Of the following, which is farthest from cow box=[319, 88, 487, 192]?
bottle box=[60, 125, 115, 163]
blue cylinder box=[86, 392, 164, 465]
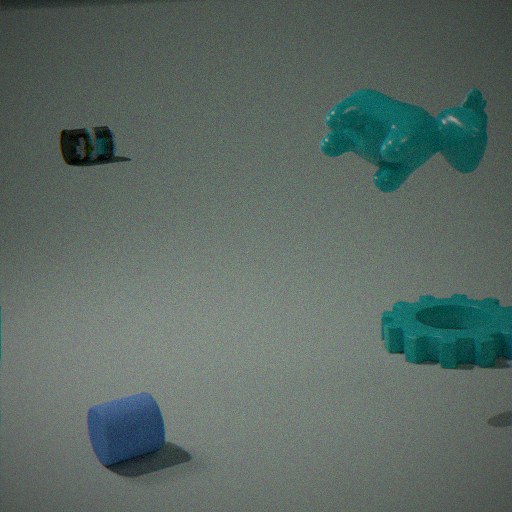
bottle box=[60, 125, 115, 163]
